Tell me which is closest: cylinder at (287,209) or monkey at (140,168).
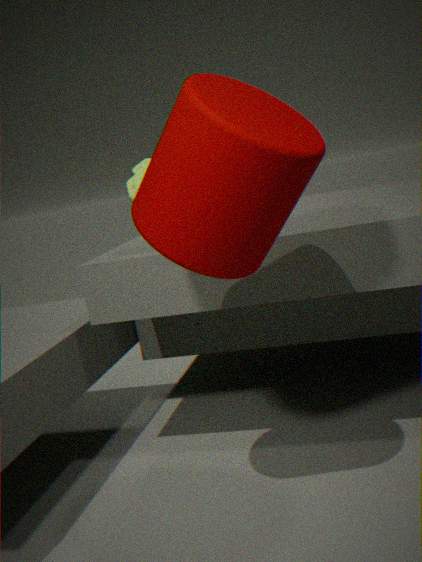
cylinder at (287,209)
